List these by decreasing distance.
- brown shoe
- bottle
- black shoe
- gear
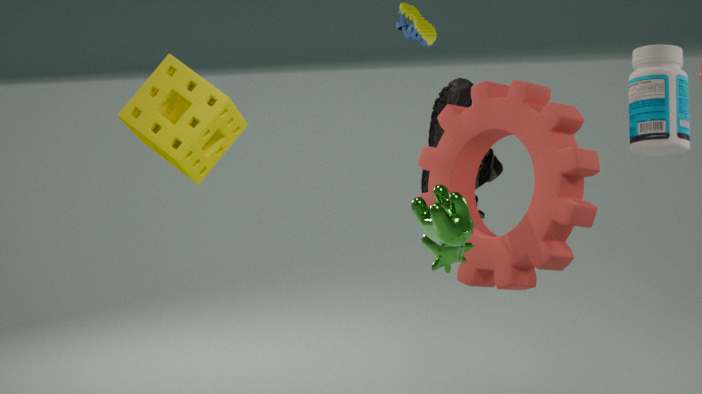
black shoe < bottle < brown shoe < gear
